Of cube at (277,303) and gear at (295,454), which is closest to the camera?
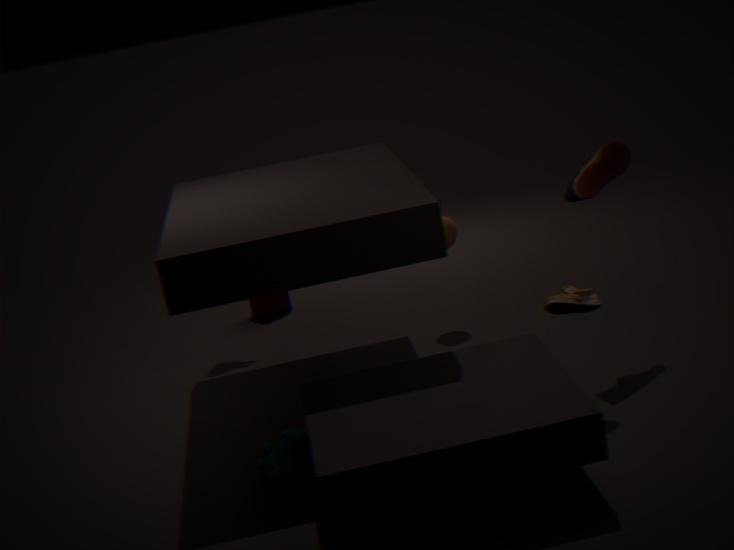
gear at (295,454)
